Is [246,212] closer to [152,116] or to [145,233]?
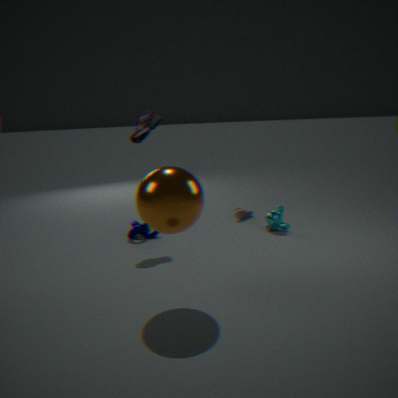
[145,233]
